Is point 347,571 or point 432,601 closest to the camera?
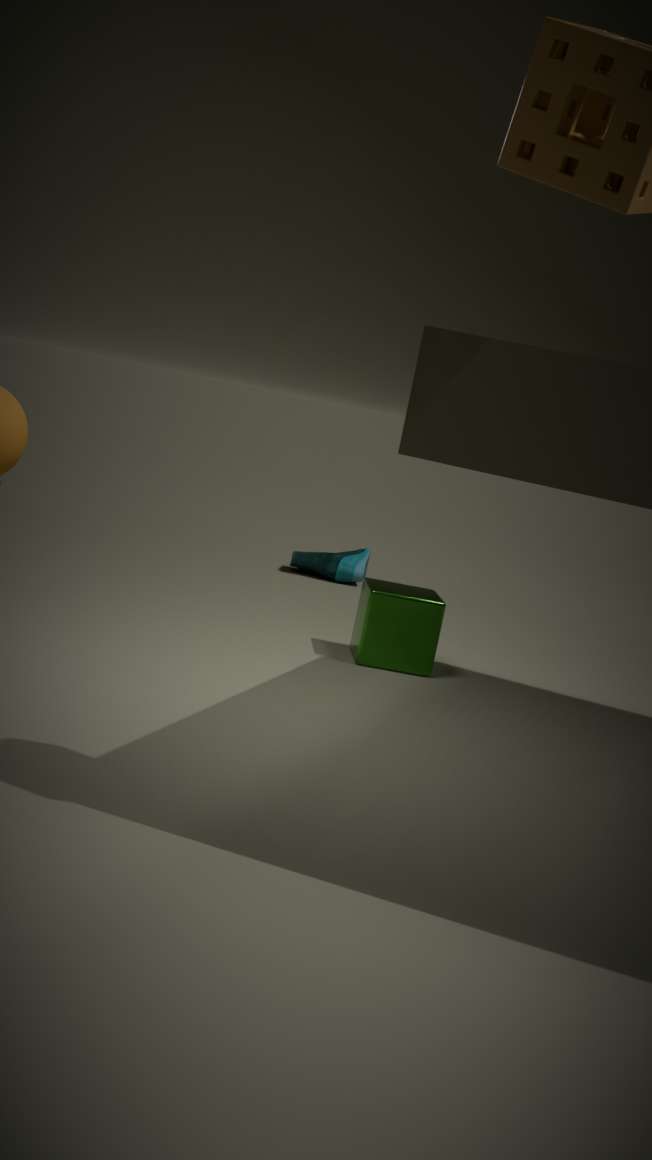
point 432,601
